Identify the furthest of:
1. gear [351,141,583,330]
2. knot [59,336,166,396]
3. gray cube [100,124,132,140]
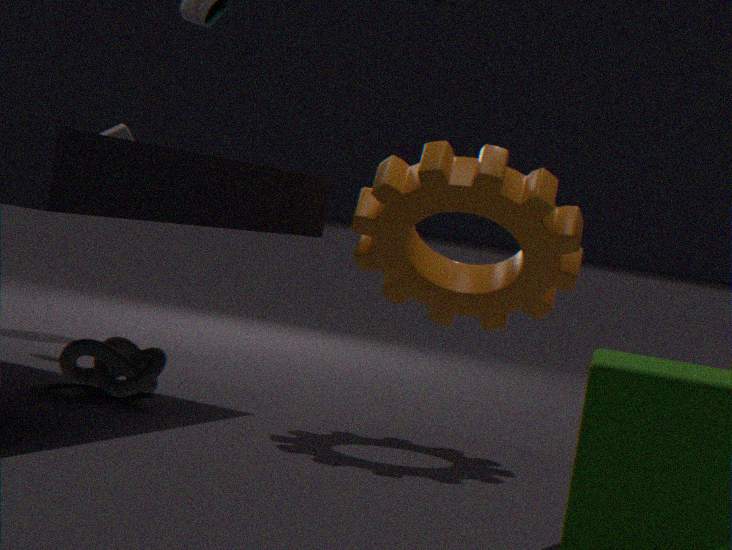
gray cube [100,124,132,140]
